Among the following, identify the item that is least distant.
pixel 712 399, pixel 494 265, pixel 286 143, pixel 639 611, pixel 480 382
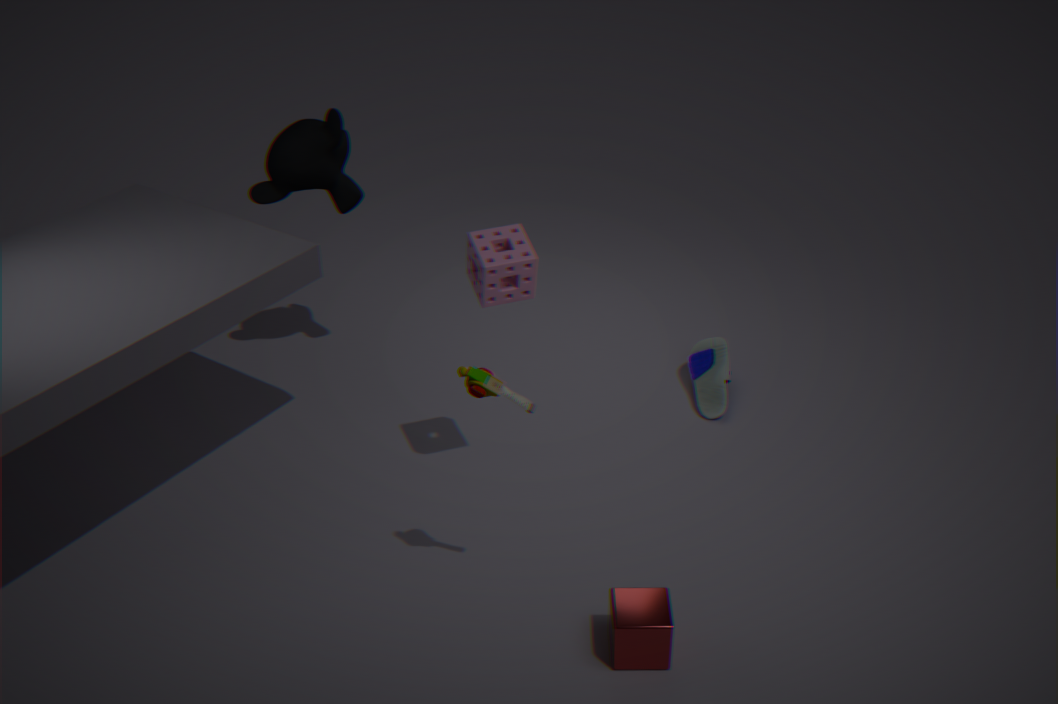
pixel 480 382
